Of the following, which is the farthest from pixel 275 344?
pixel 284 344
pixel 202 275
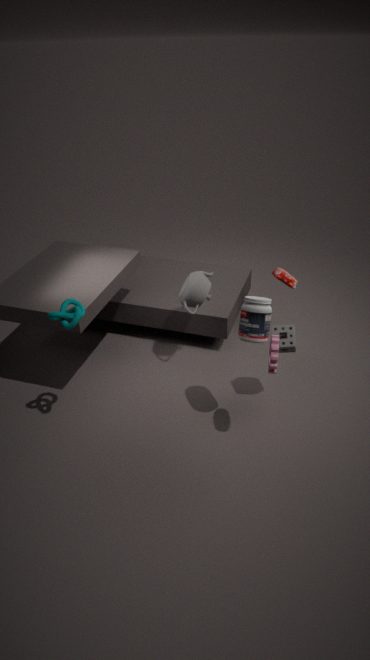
pixel 202 275
